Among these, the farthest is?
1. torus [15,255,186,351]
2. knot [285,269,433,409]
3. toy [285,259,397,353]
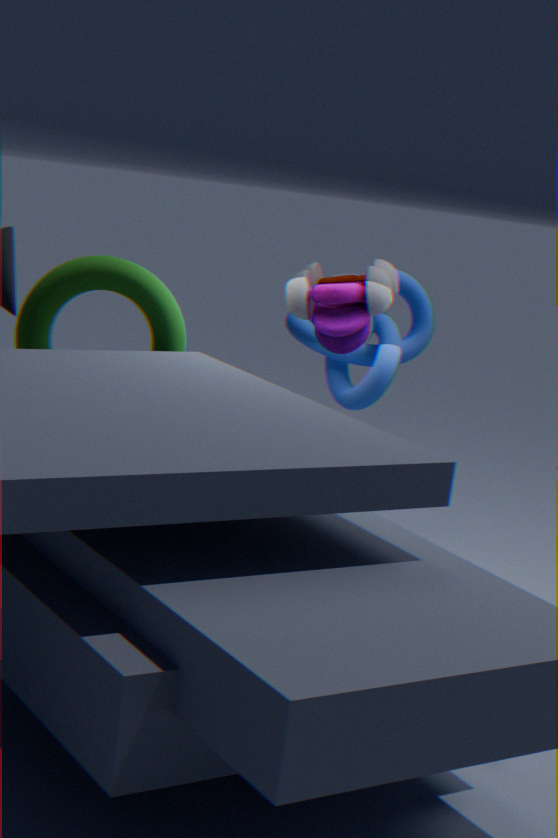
knot [285,269,433,409]
